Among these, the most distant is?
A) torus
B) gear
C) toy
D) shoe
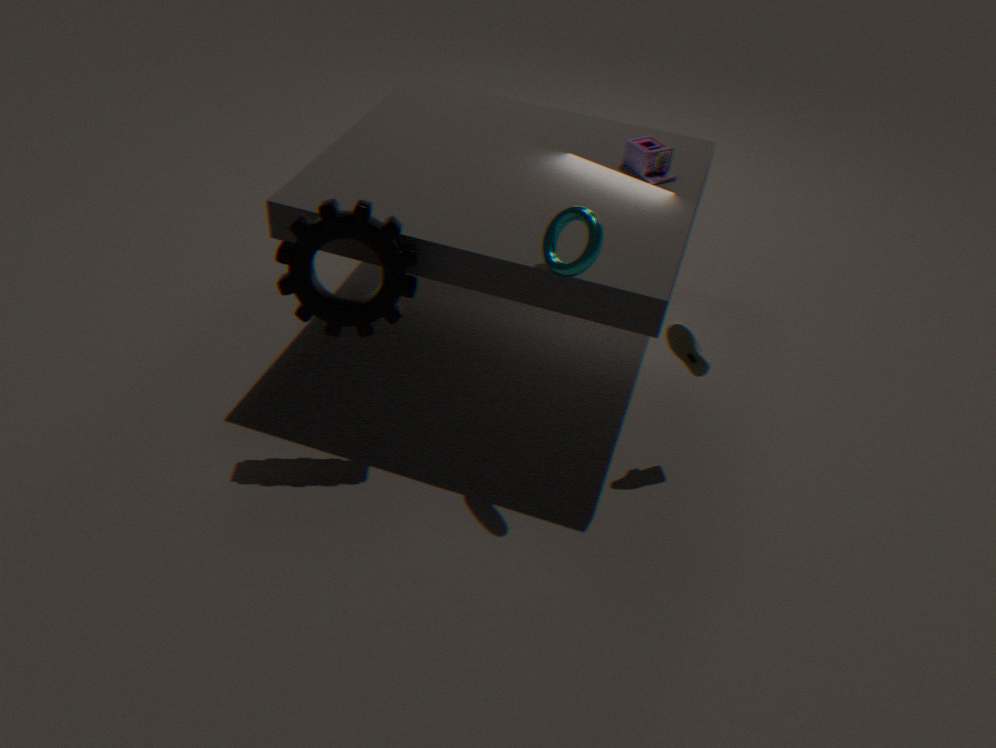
toy
